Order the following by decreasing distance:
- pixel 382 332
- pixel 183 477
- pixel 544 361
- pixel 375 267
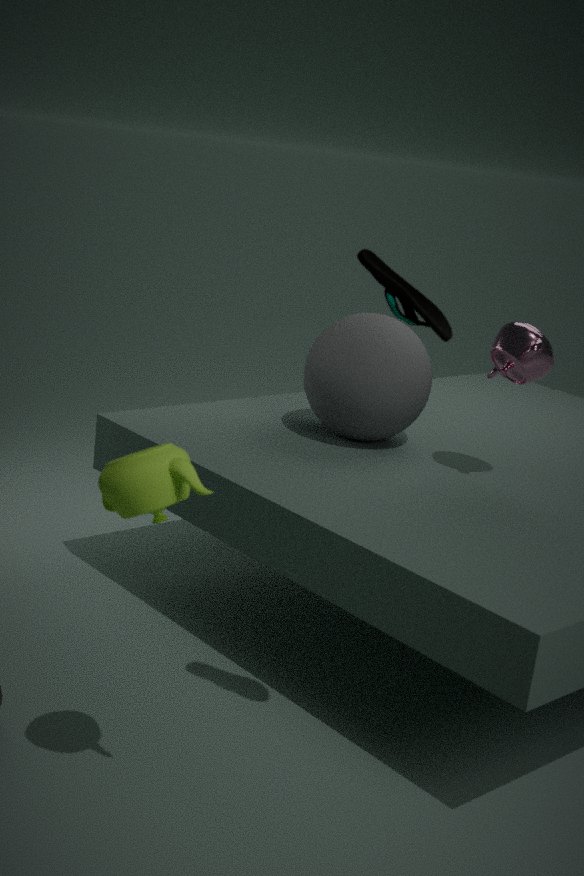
pixel 382 332 → pixel 544 361 → pixel 375 267 → pixel 183 477
